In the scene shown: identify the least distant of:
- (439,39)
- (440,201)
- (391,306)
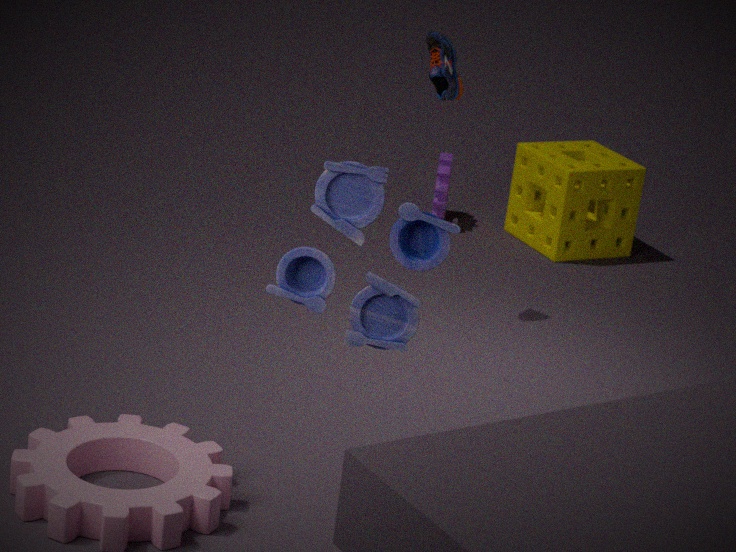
(391,306)
